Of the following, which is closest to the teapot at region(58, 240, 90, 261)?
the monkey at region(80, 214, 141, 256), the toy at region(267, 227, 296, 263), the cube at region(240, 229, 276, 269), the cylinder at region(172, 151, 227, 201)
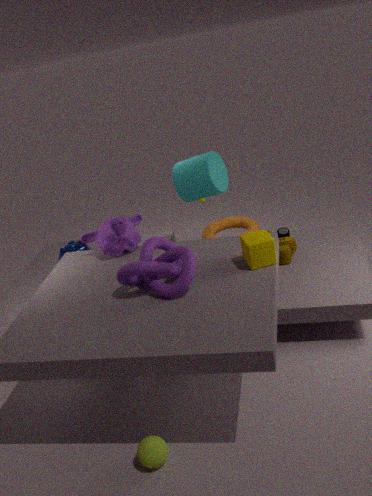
the monkey at region(80, 214, 141, 256)
